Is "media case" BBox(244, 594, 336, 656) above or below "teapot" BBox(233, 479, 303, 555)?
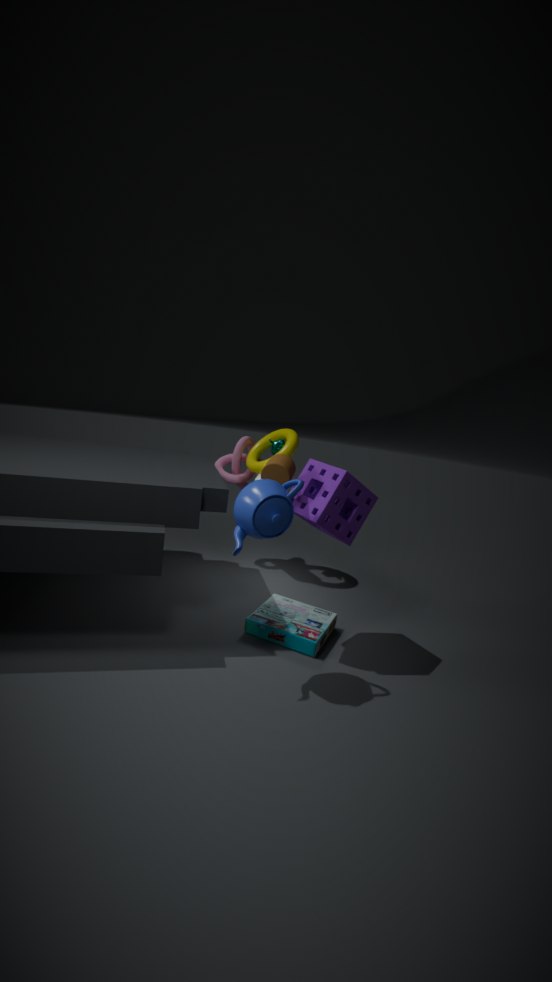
below
